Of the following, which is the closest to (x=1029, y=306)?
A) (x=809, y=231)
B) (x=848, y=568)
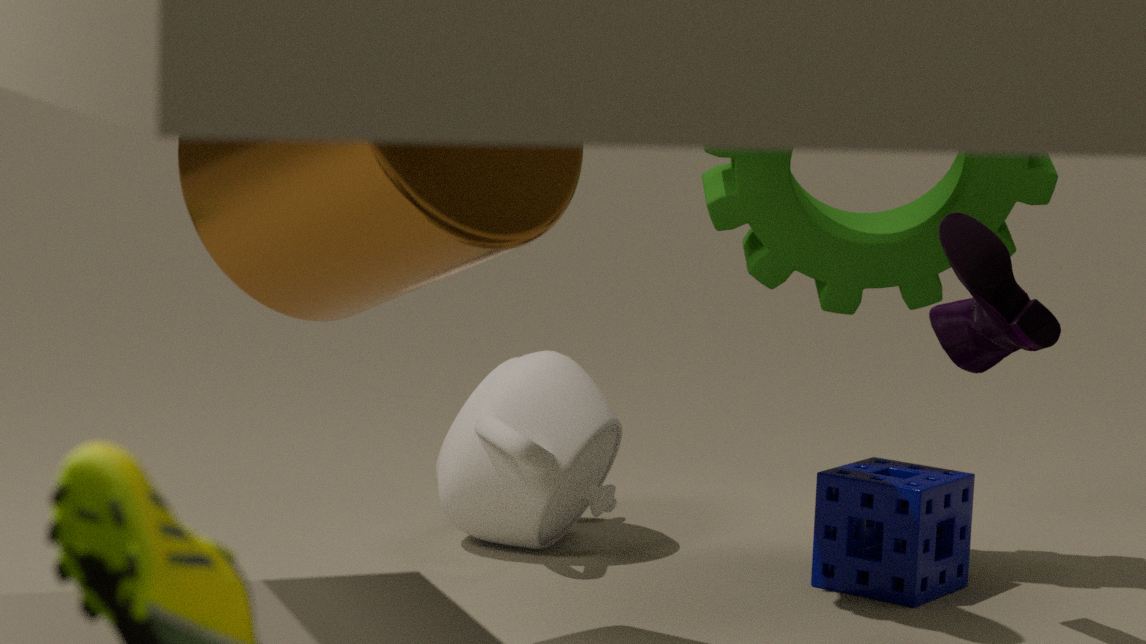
(x=809, y=231)
